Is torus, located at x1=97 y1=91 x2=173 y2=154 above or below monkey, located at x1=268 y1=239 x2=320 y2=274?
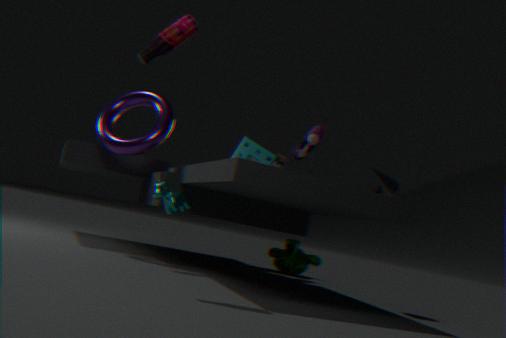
above
